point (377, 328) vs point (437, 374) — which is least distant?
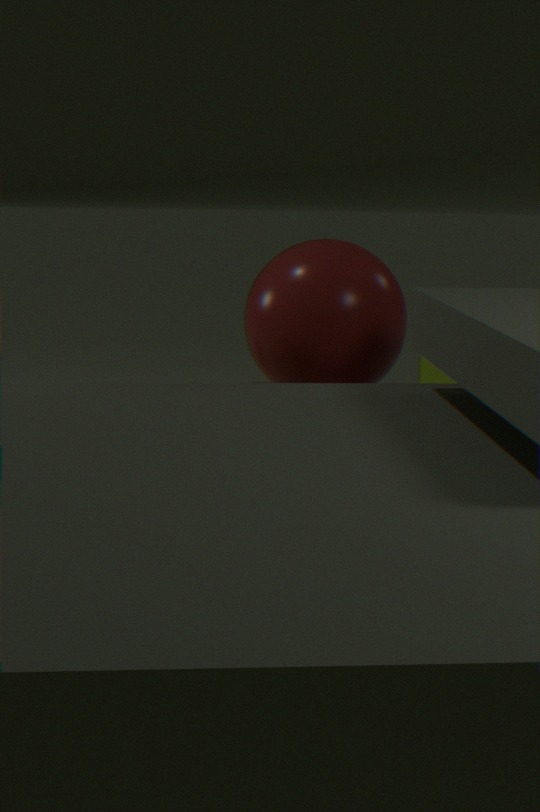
point (377, 328)
